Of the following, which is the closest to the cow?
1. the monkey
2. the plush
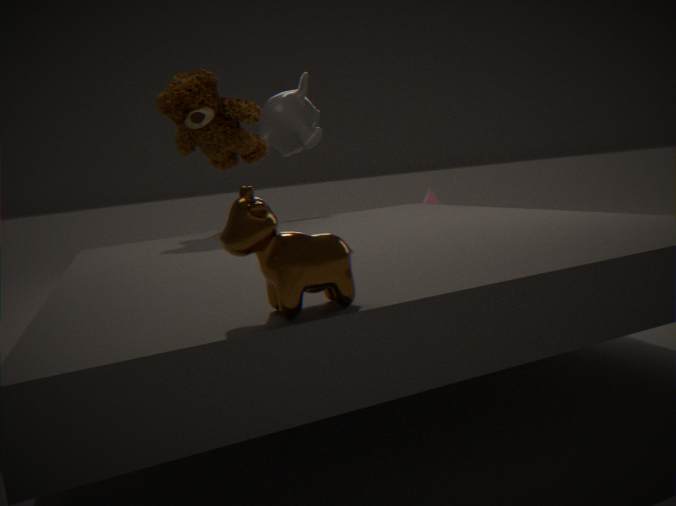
the plush
